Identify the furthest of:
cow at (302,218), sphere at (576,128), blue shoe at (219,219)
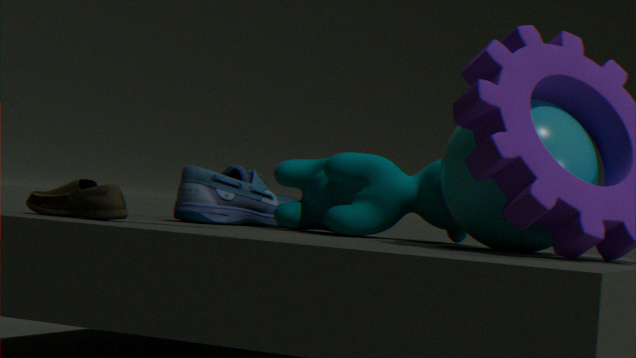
blue shoe at (219,219)
